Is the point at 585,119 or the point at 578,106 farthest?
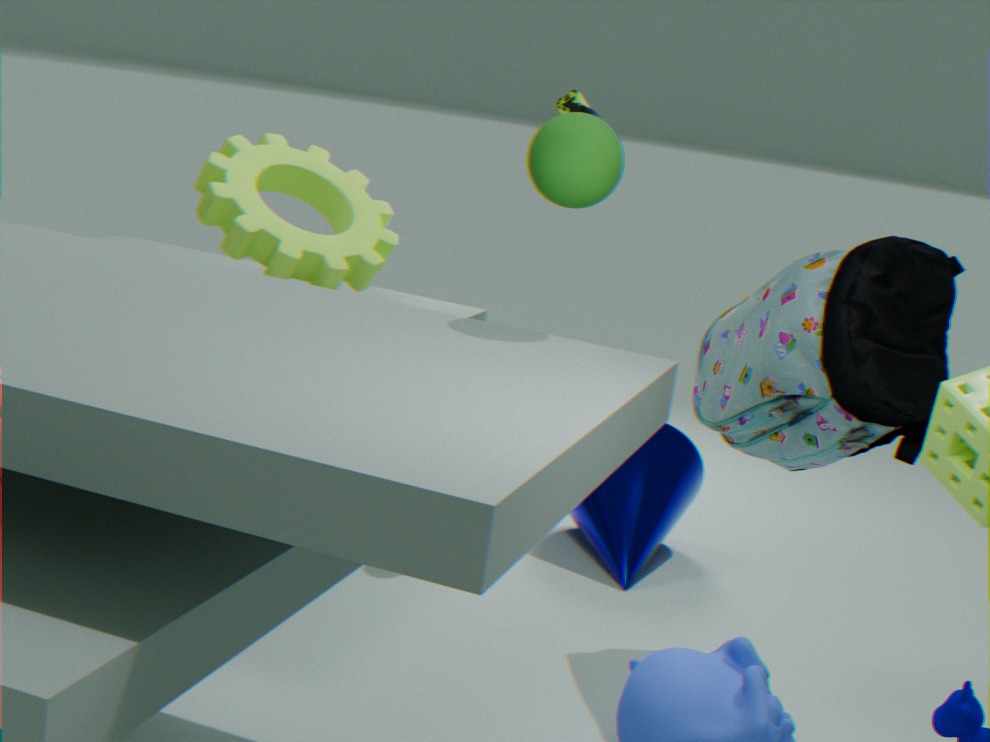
the point at 578,106
